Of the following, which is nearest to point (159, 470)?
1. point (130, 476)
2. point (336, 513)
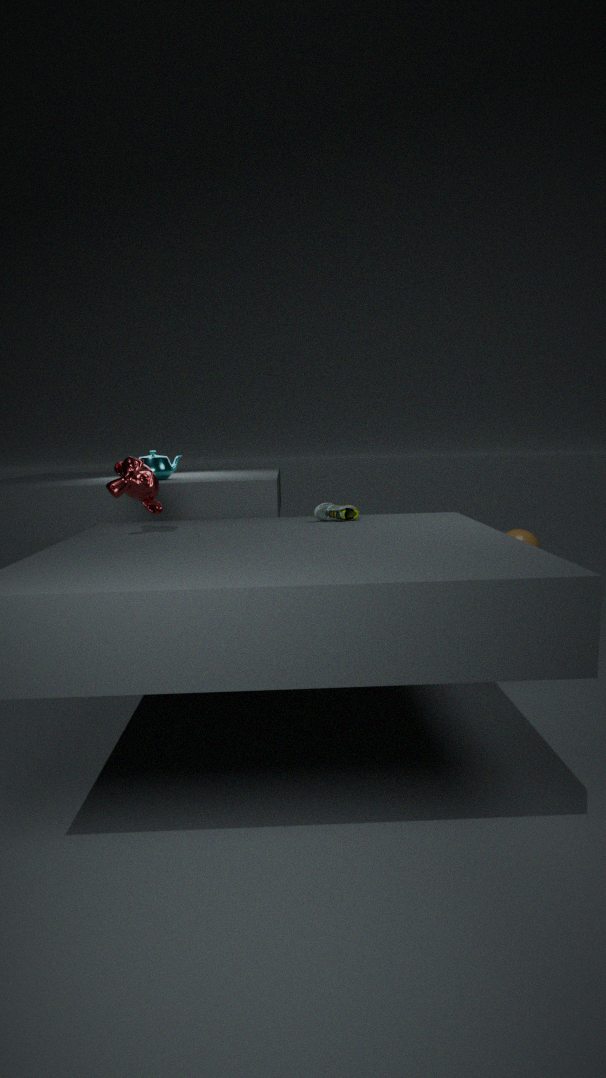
point (130, 476)
